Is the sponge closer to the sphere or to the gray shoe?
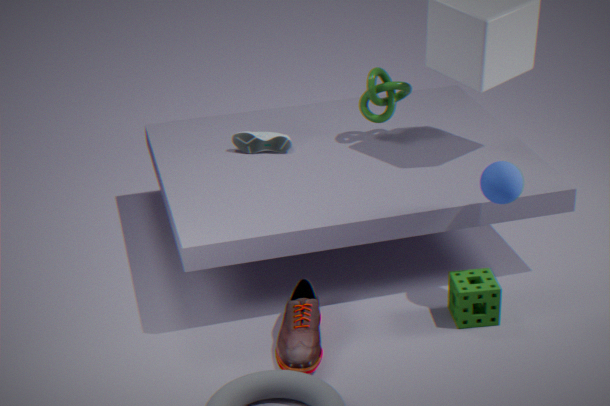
the sphere
